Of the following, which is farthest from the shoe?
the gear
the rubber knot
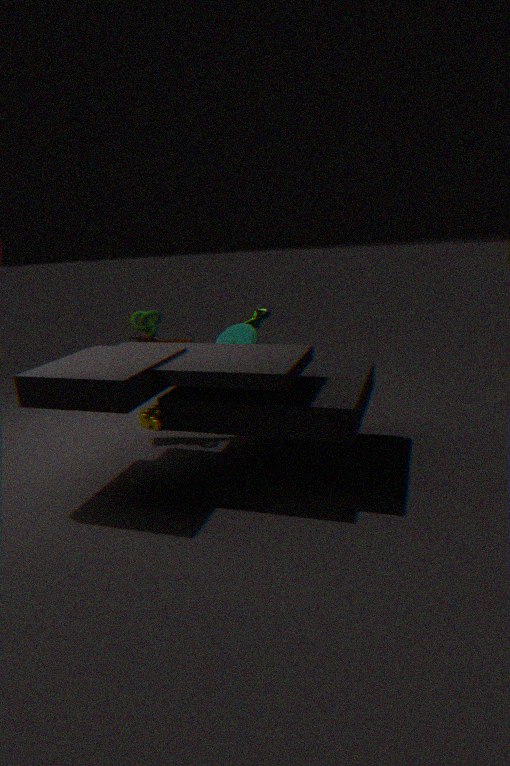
the gear
